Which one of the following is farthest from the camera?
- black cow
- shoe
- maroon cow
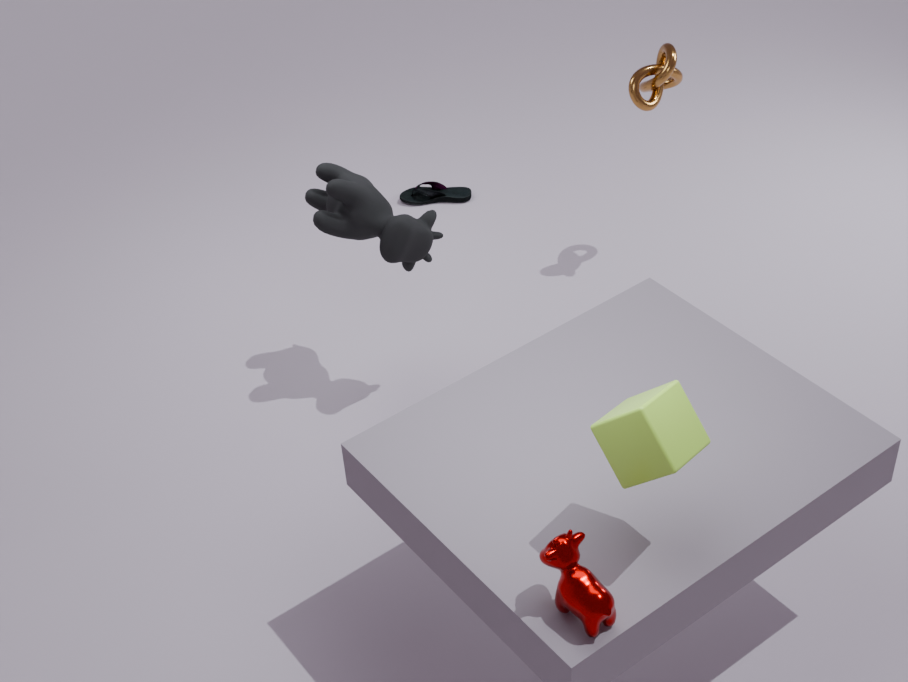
shoe
